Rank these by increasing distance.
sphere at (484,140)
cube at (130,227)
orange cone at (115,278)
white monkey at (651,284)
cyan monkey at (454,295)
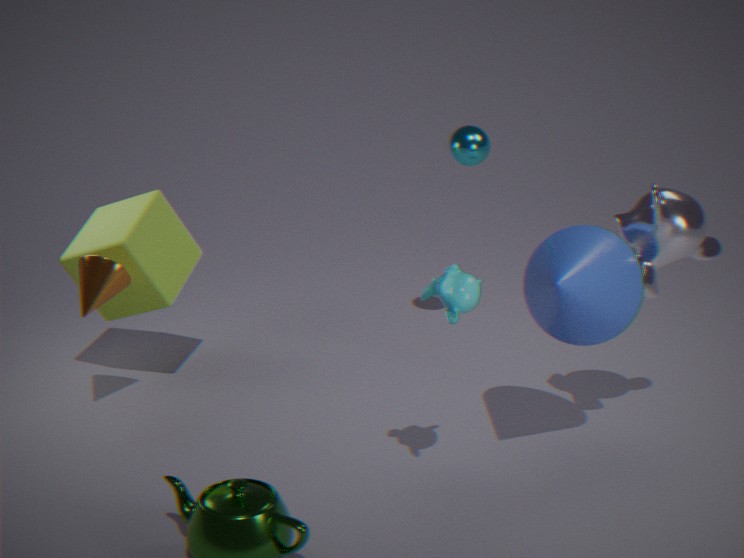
cyan monkey at (454,295) → white monkey at (651,284) → orange cone at (115,278) → cube at (130,227) → sphere at (484,140)
